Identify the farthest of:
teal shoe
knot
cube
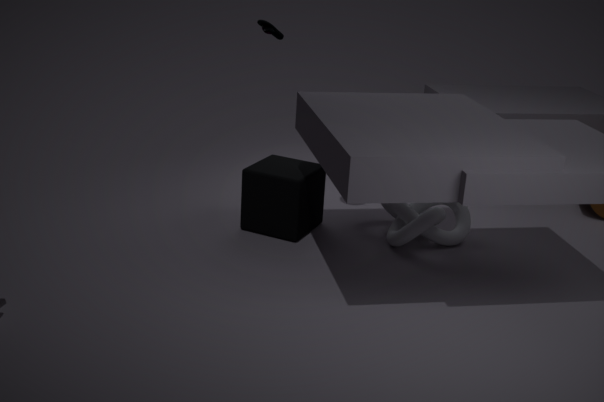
teal shoe
